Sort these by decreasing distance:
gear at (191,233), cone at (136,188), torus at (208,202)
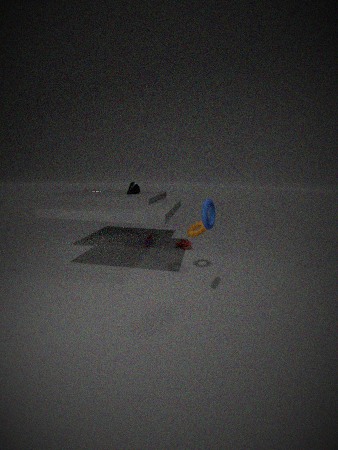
cone at (136,188), gear at (191,233), torus at (208,202)
